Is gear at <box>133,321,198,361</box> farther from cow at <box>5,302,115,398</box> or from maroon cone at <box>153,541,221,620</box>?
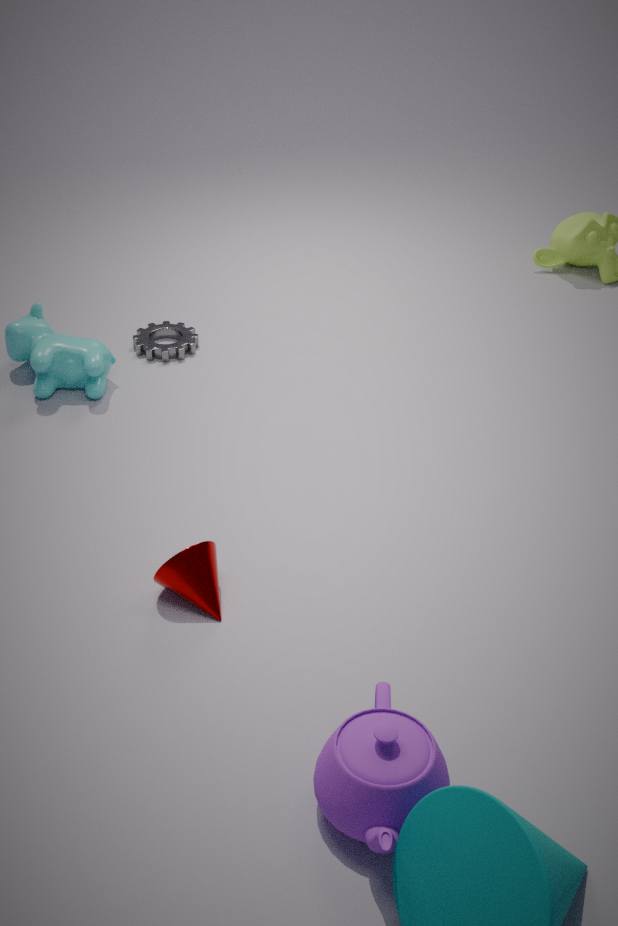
maroon cone at <box>153,541,221,620</box>
